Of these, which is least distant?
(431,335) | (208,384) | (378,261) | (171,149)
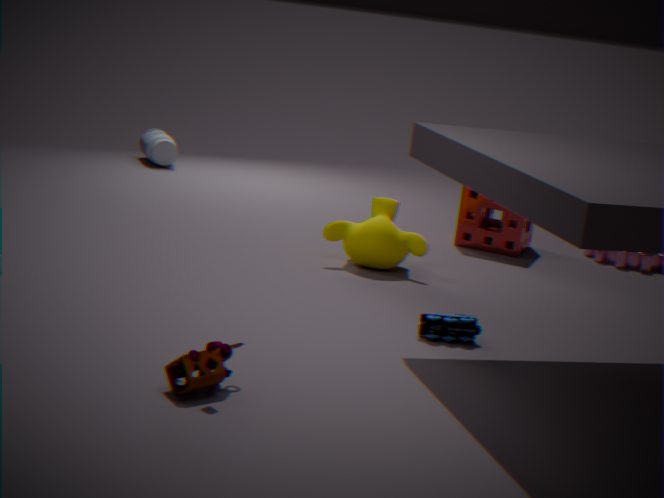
(208,384)
